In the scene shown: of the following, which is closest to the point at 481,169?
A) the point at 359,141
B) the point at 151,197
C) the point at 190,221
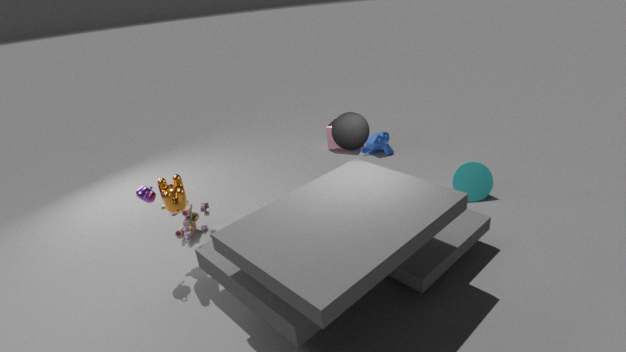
the point at 359,141
